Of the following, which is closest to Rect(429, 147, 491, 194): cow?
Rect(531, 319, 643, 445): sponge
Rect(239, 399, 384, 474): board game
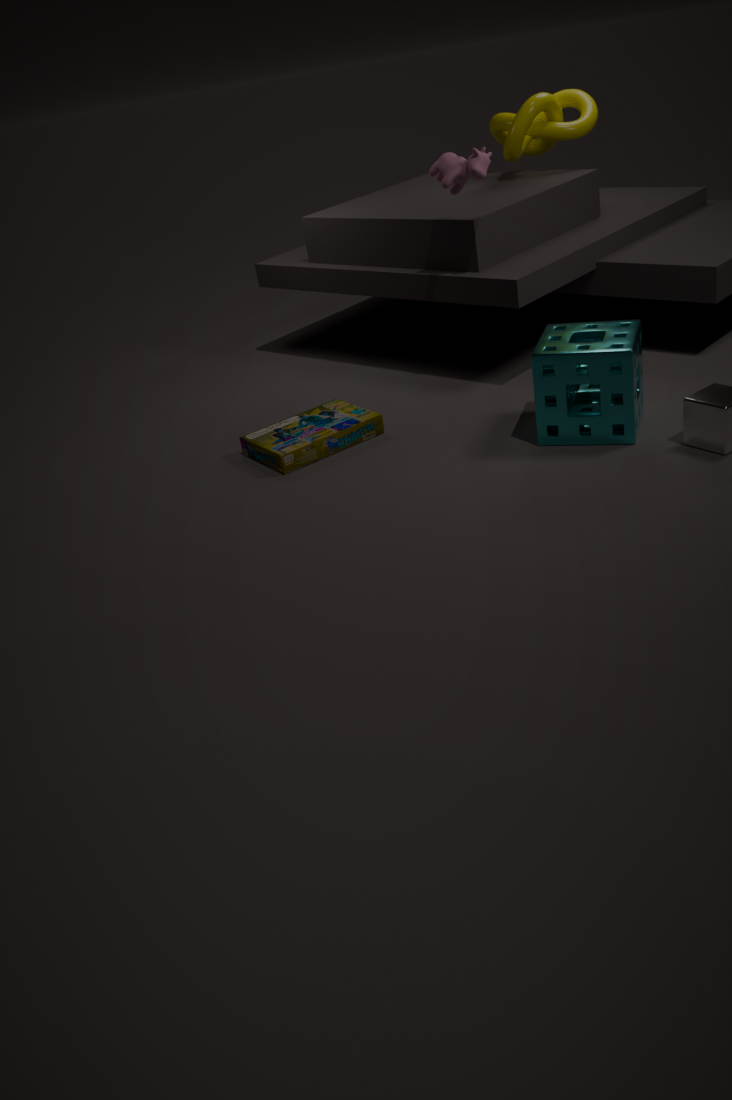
Rect(531, 319, 643, 445): sponge
